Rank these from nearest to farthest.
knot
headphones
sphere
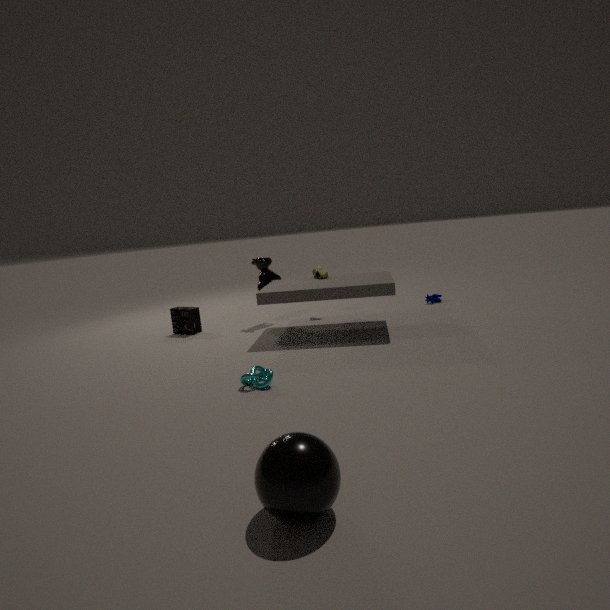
sphere < knot < headphones
